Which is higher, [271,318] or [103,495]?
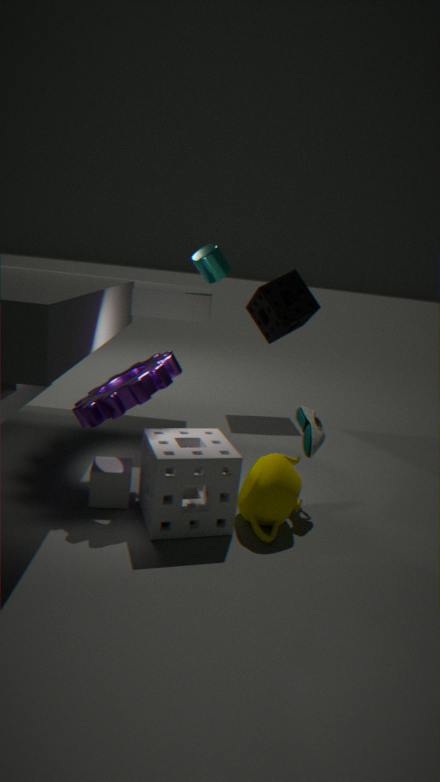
[271,318]
